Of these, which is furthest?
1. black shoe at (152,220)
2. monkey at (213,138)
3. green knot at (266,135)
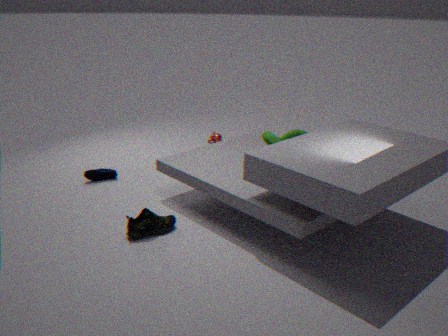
monkey at (213,138)
